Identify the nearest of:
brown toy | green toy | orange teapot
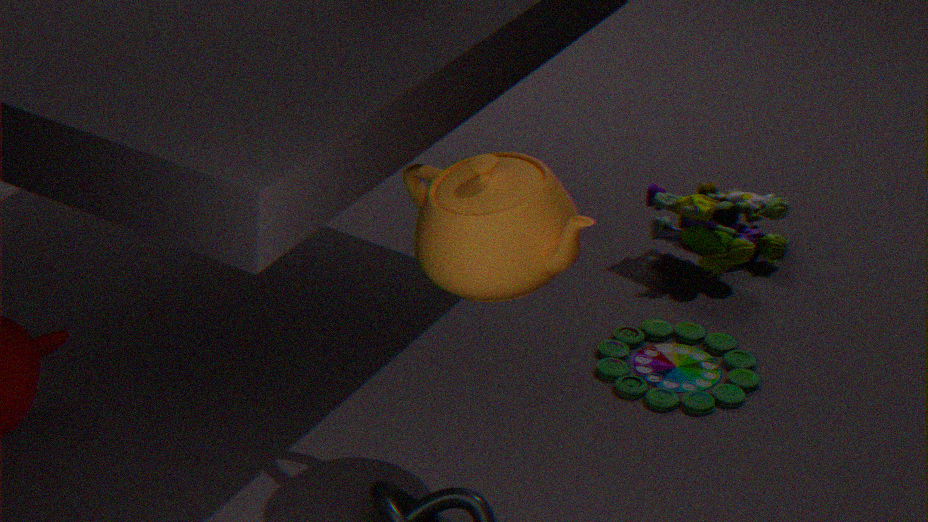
orange teapot
